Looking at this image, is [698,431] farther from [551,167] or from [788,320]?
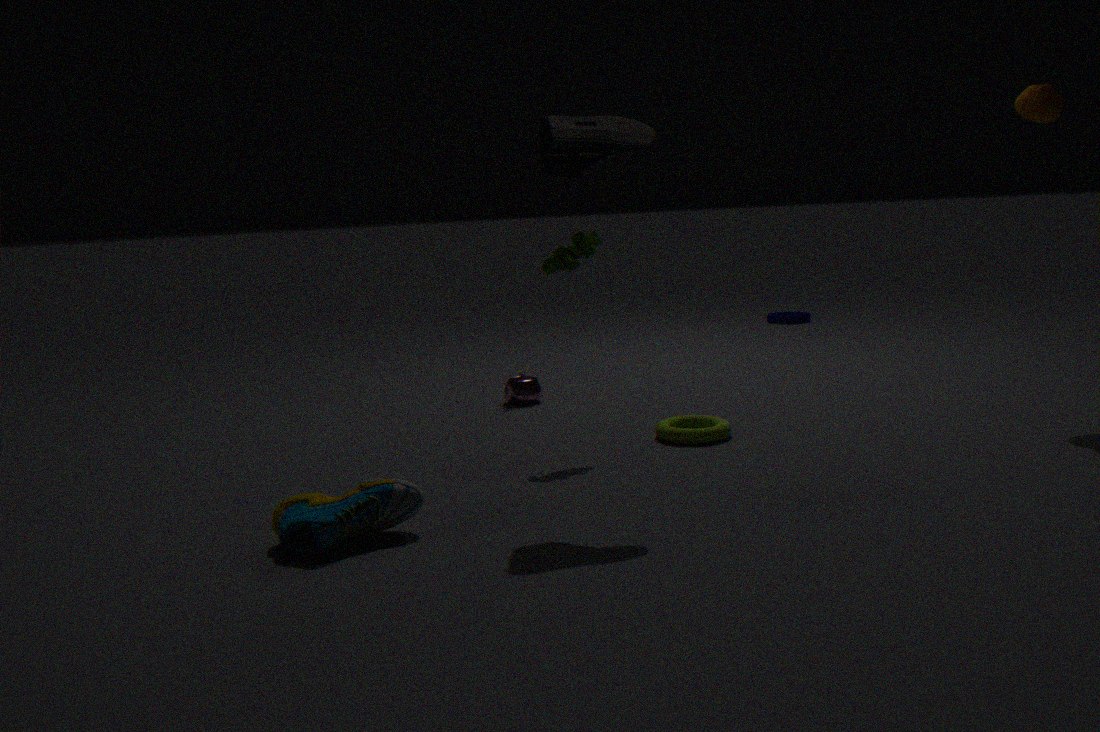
[788,320]
